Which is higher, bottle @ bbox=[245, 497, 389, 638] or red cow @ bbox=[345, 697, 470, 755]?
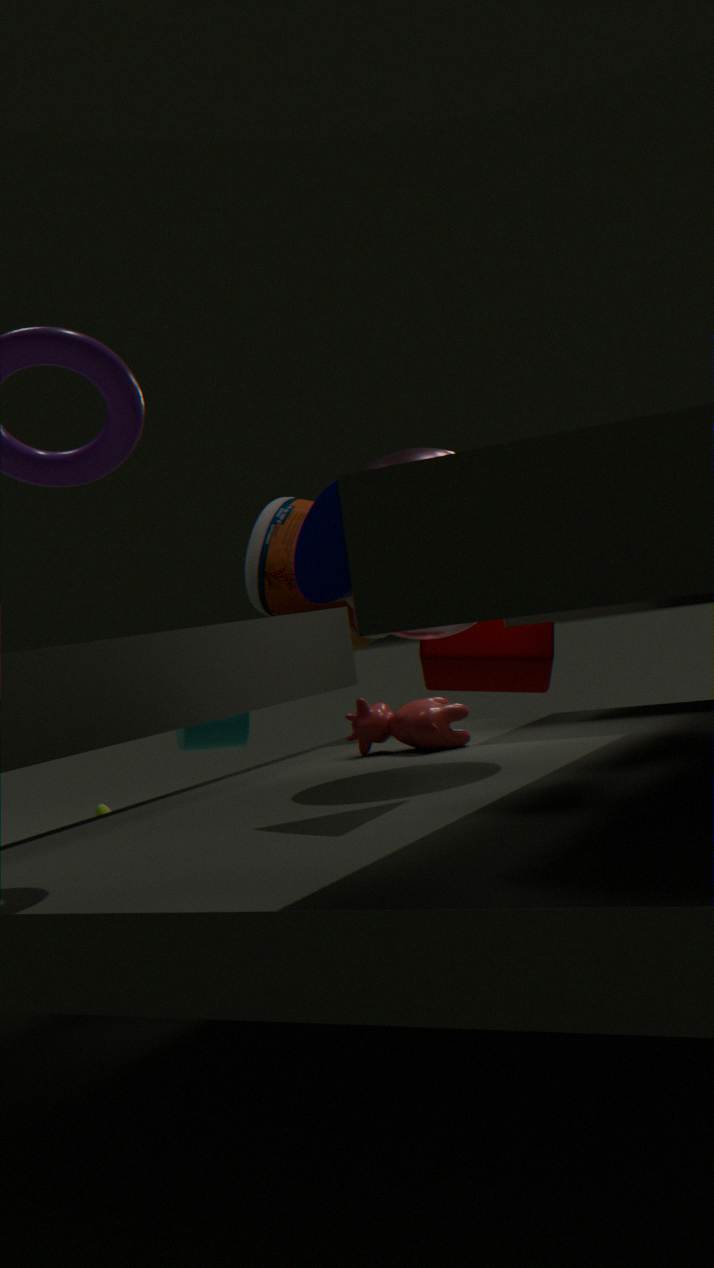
bottle @ bbox=[245, 497, 389, 638]
